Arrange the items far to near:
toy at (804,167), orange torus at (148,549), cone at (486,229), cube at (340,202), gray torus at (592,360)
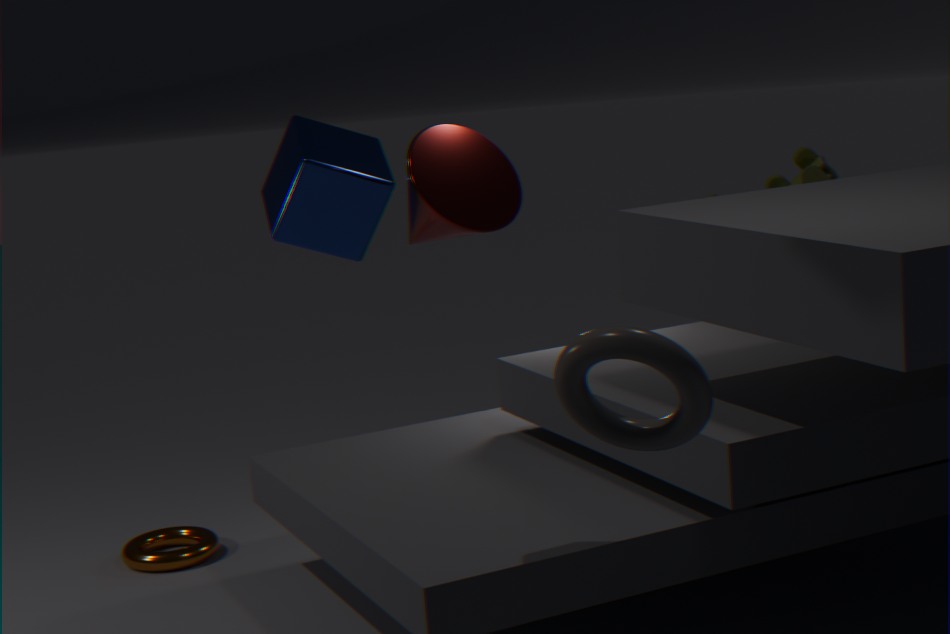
toy at (804,167)
orange torus at (148,549)
cube at (340,202)
cone at (486,229)
gray torus at (592,360)
